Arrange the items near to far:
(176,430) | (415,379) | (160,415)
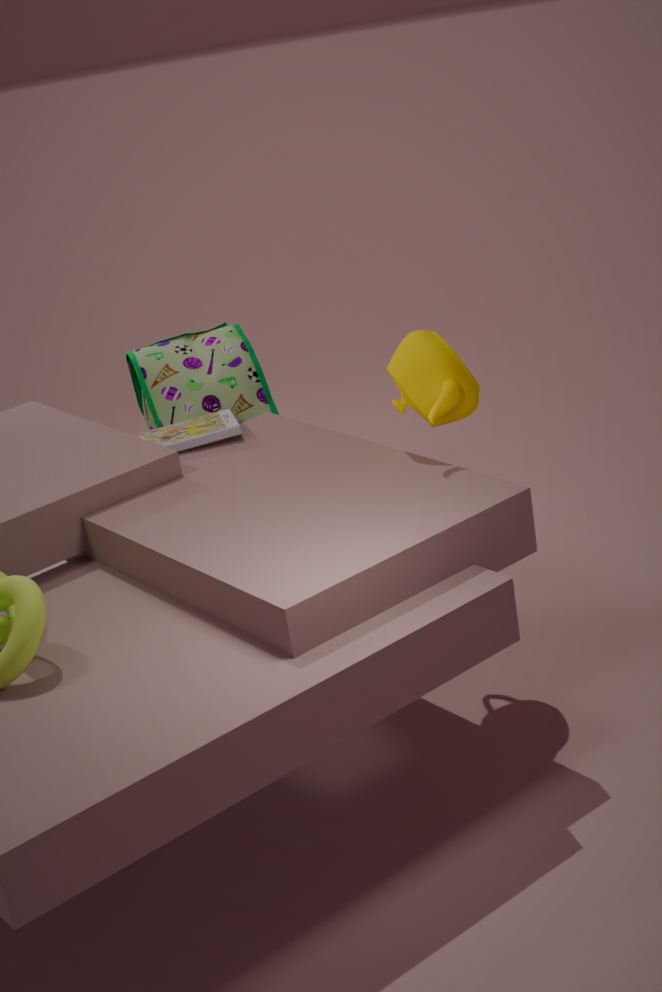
(415,379) < (176,430) < (160,415)
